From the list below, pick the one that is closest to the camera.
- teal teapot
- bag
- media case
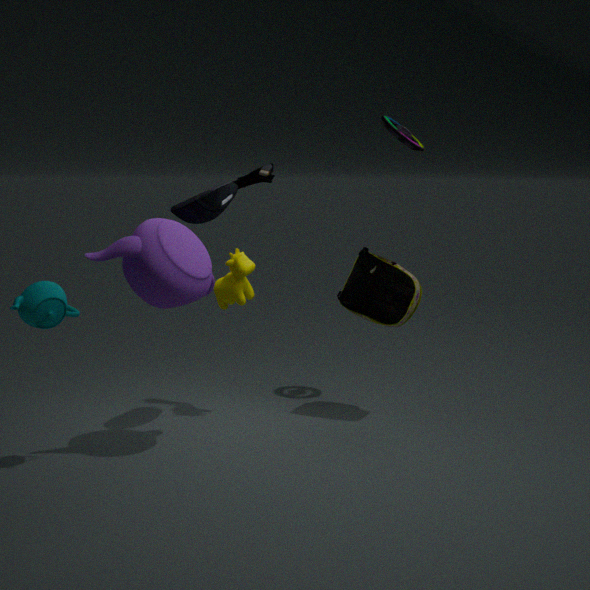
teal teapot
